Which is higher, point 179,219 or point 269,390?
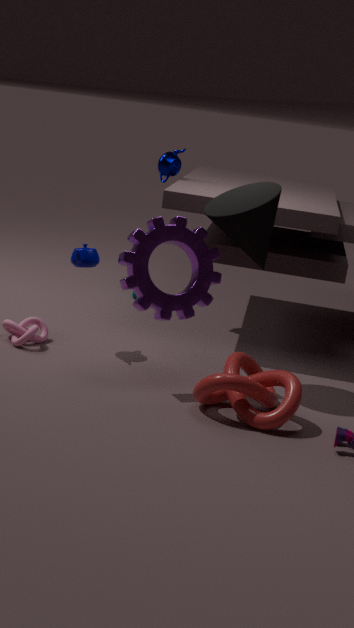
point 179,219
